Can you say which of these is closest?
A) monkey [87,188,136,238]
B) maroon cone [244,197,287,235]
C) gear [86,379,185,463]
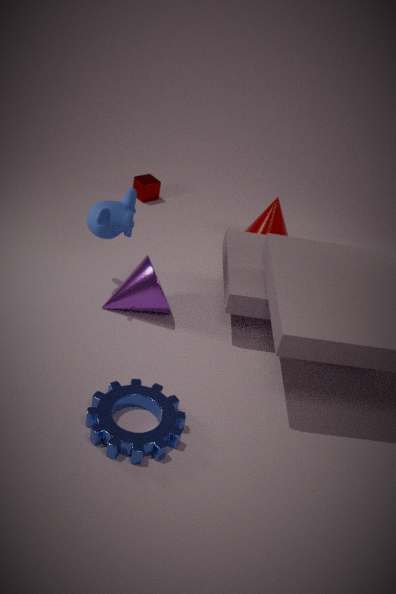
C. gear [86,379,185,463]
